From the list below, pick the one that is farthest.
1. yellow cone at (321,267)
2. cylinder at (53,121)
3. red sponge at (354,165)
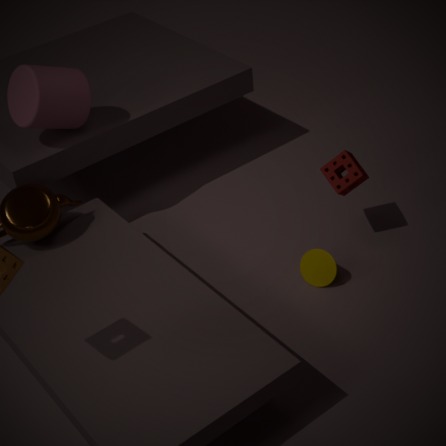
red sponge at (354,165)
